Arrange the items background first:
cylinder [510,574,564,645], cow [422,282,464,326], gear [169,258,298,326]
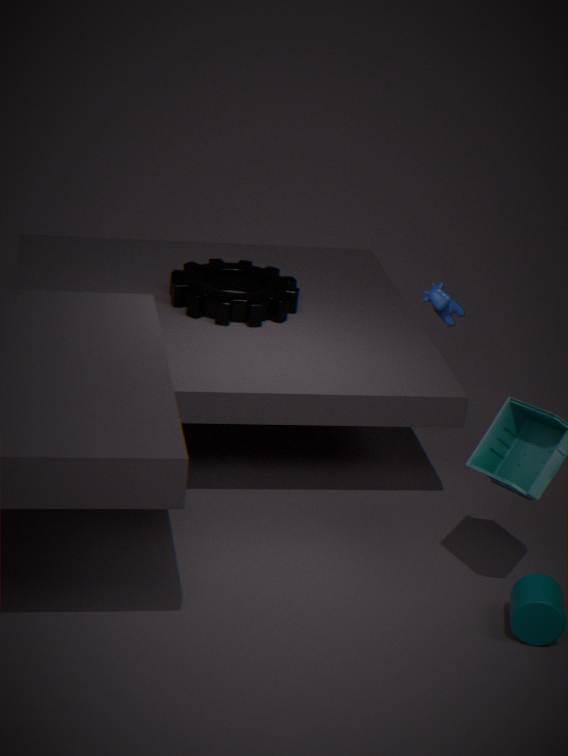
cow [422,282,464,326]
gear [169,258,298,326]
cylinder [510,574,564,645]
